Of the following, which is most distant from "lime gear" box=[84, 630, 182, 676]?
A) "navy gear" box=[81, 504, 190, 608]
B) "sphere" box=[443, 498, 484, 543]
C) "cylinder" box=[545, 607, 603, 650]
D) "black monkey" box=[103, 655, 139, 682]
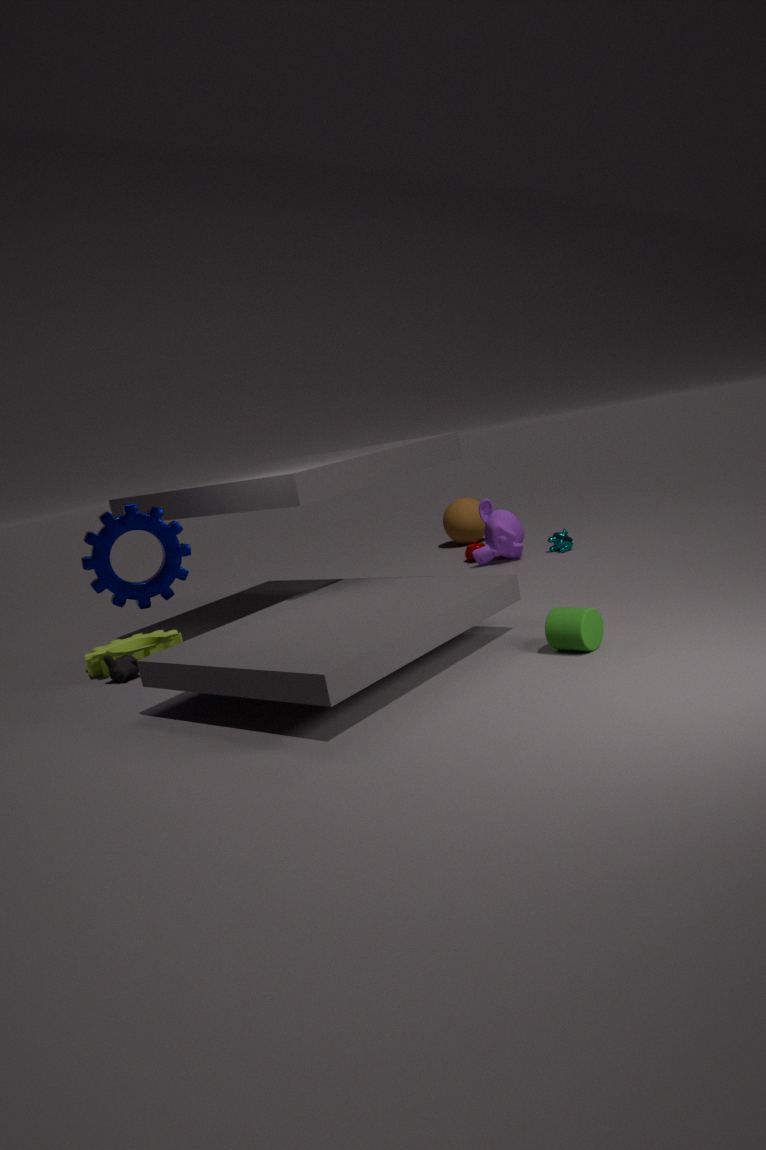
"sphere" box=[443, 498, 484, 543]
